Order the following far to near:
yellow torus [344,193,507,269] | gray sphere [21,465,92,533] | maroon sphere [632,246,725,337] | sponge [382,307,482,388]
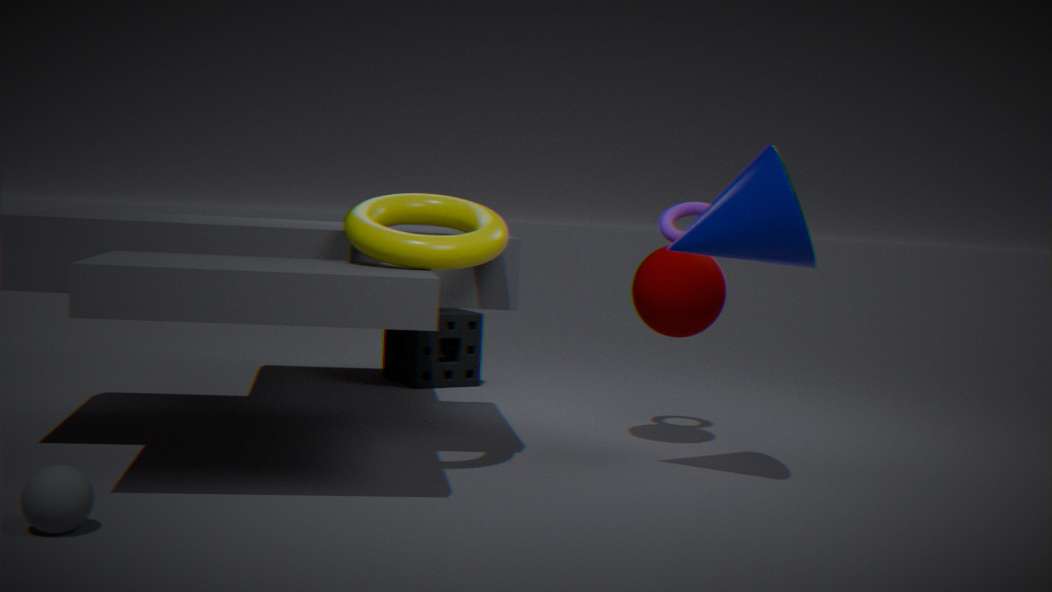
sponge [382,307,482,388] < maroon sphere [632,246,725,337] < yellow torus [344,193,507,269] < gray sphere [21,465,92,533]
